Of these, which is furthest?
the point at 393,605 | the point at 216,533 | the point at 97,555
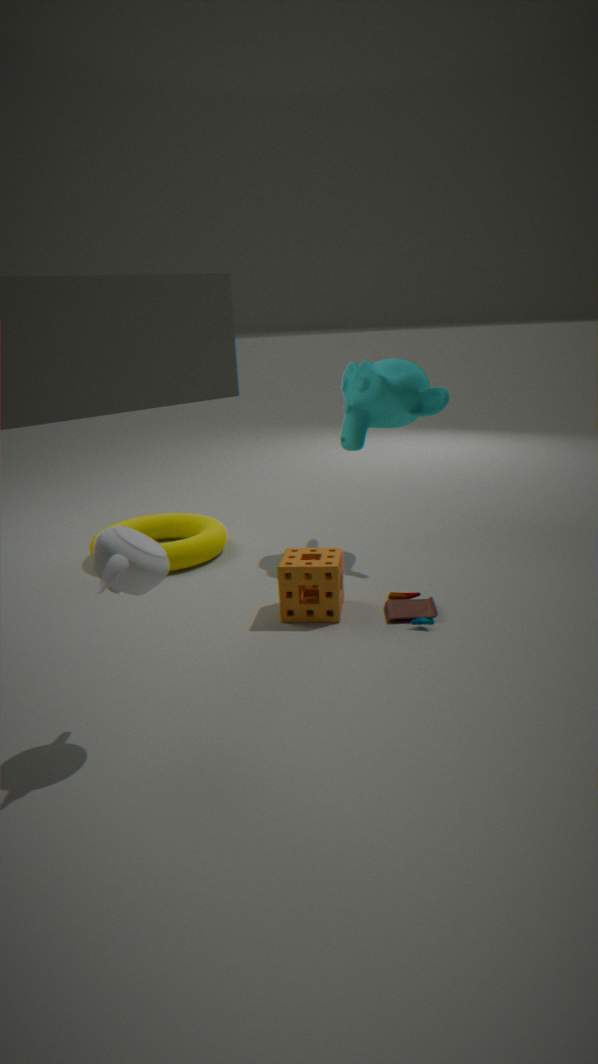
the point at 216,533
